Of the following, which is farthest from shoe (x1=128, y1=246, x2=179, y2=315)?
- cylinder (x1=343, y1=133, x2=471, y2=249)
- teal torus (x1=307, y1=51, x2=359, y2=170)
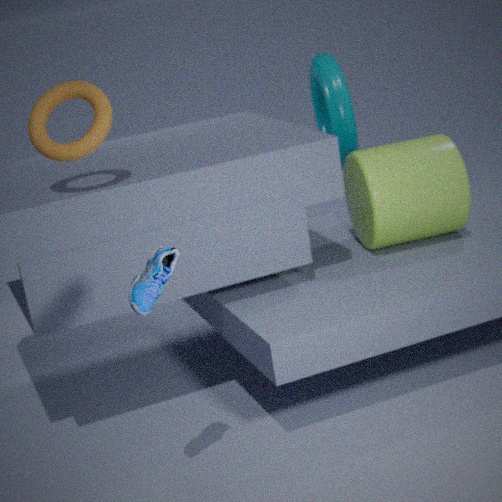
teal torus (x1=307, y1=51, x2=359, y2=170)
